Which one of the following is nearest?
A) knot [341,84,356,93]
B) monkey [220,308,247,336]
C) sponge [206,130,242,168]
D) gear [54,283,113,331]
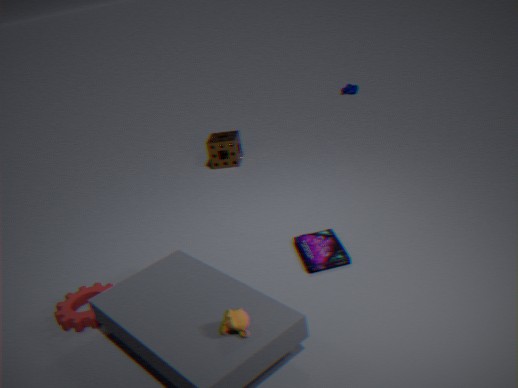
monkey [220,308,247,336]
